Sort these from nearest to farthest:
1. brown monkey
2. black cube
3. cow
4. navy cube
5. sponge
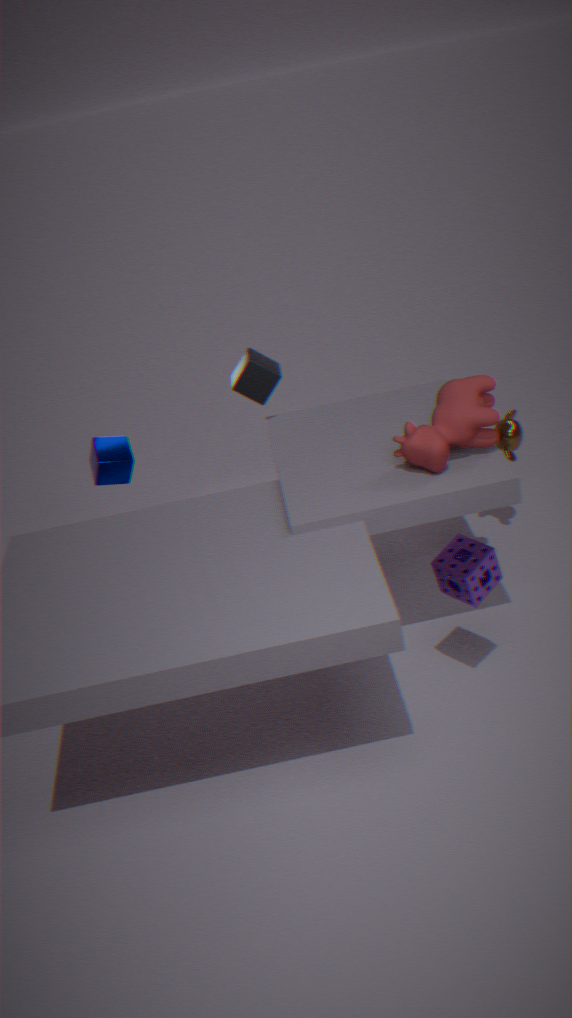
sponge
cow
black cube
brown monkey
navy cube
